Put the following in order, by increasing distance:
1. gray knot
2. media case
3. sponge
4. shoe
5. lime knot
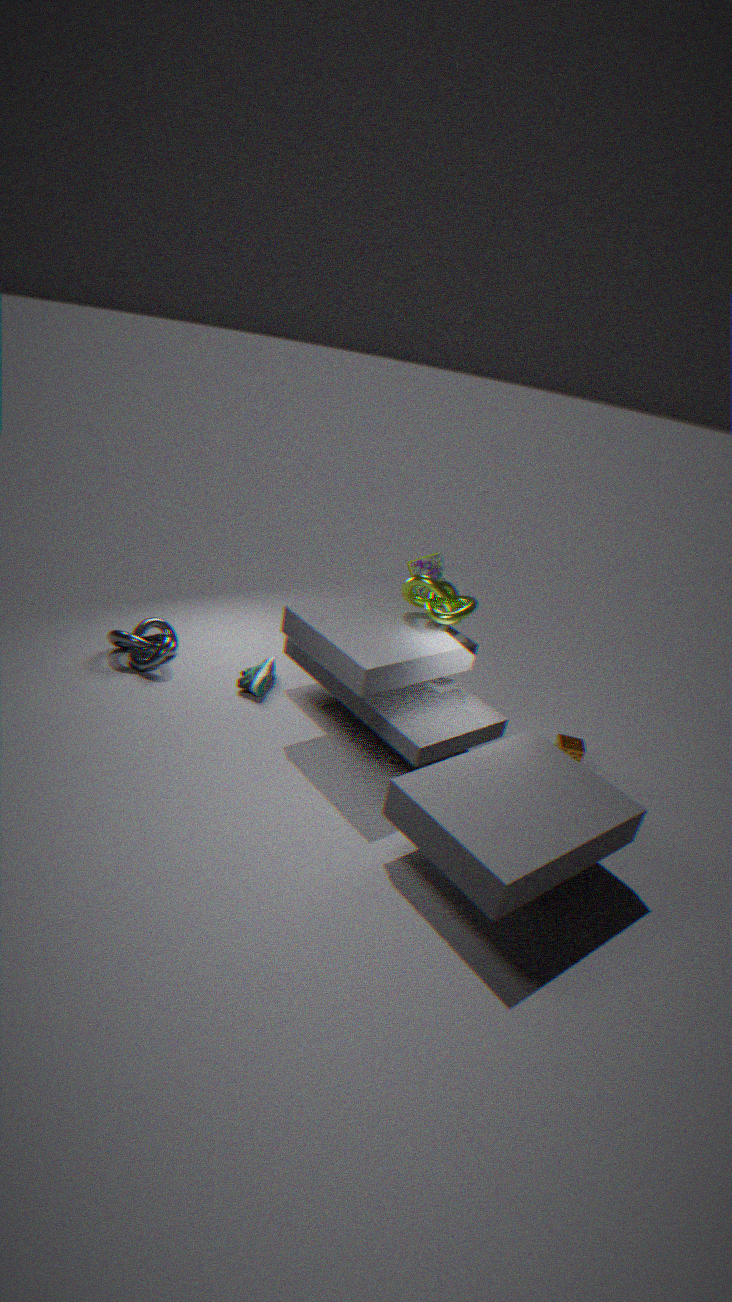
lime knot, sponge, media case, shoe, gray knot
